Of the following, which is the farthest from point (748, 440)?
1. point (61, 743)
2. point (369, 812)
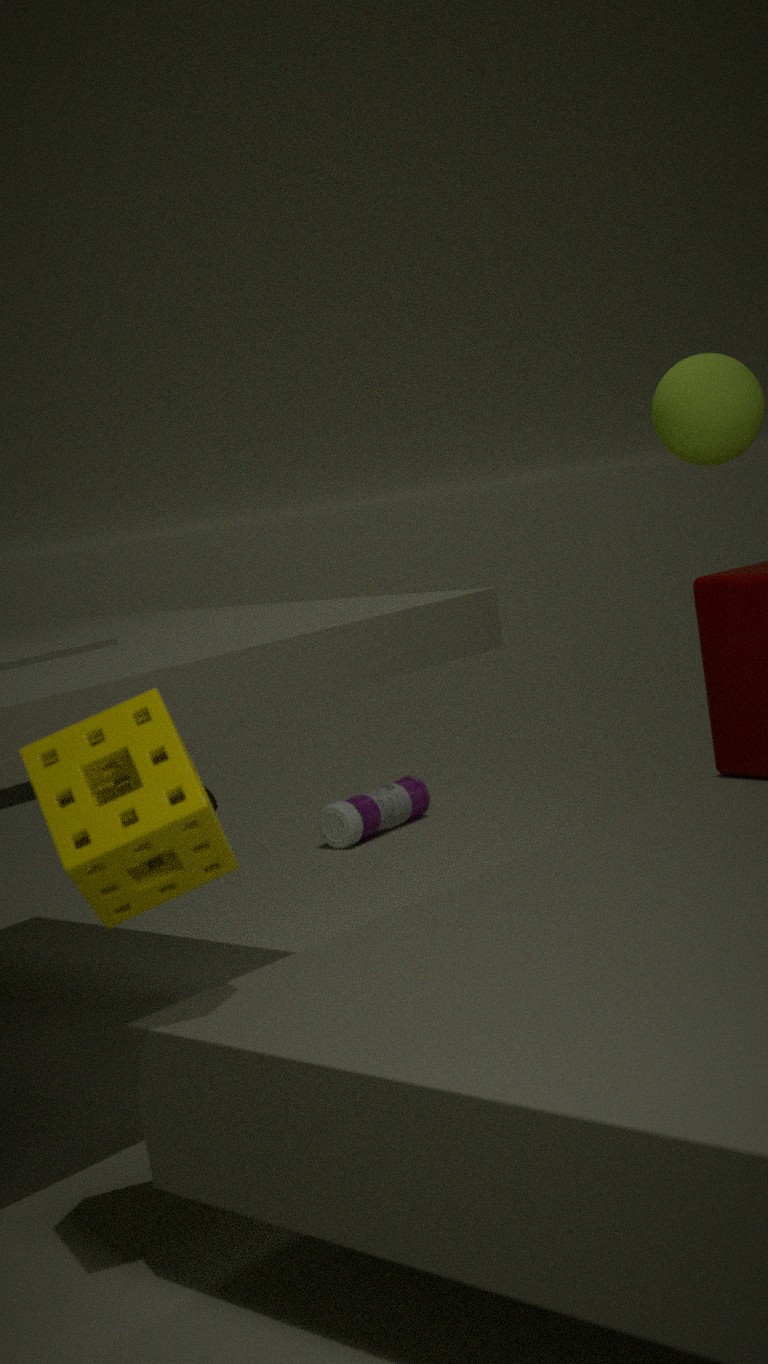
point (369, 812)
